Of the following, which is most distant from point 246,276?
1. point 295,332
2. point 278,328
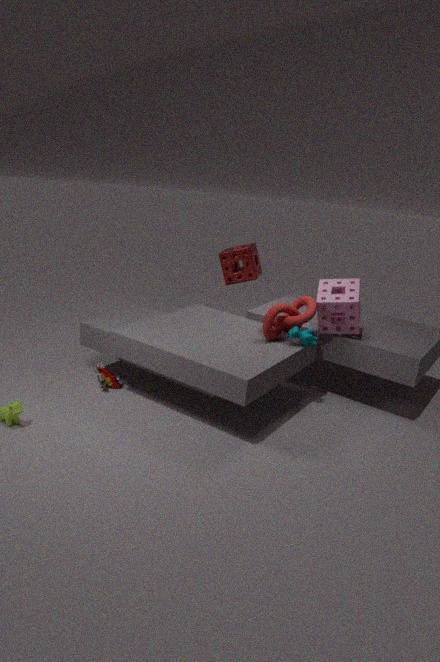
point 295,332
